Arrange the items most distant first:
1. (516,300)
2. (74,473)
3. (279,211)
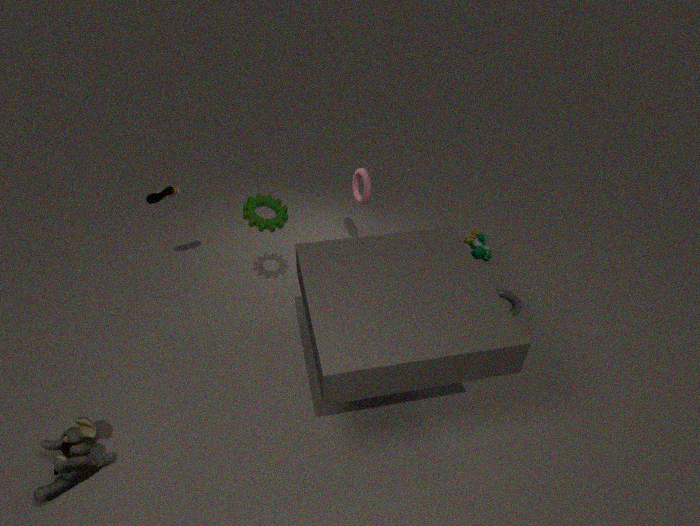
1. (516,300)
2. (279,211)
3. (74,473)
